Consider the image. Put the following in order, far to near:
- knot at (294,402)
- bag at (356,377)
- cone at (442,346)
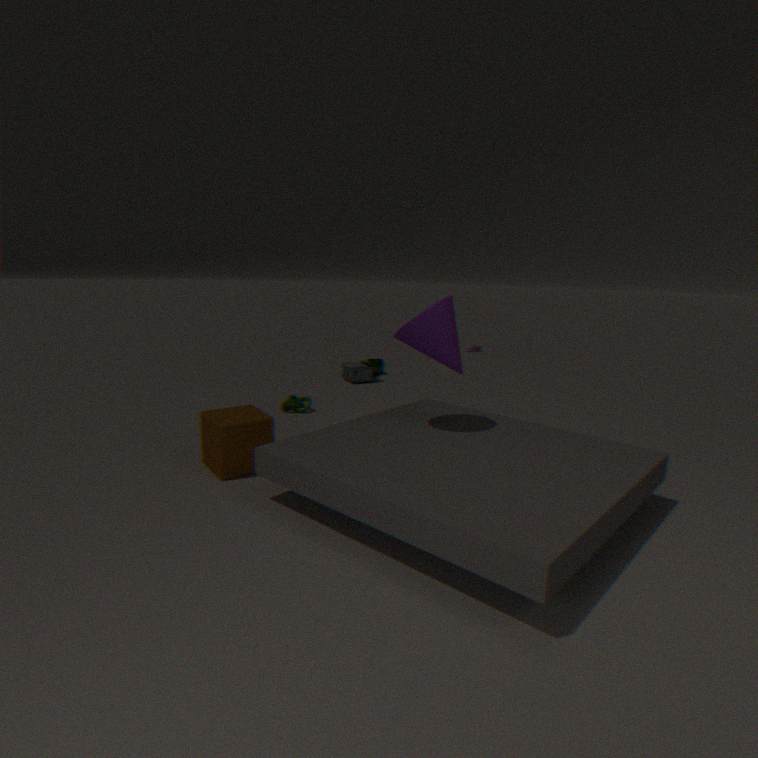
bag at (356,377) < knot at (294,402) < cone at (442,346)
